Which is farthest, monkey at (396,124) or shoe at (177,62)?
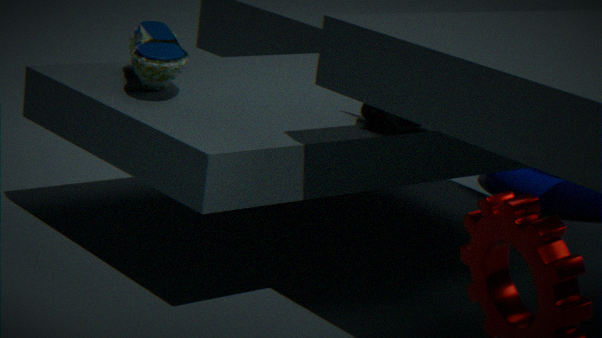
monkey at (396,124)
